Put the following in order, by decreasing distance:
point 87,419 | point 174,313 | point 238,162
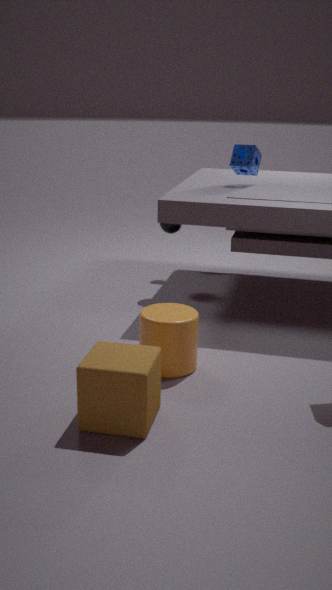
point 238,162 → point 174,313 → point 87,419
